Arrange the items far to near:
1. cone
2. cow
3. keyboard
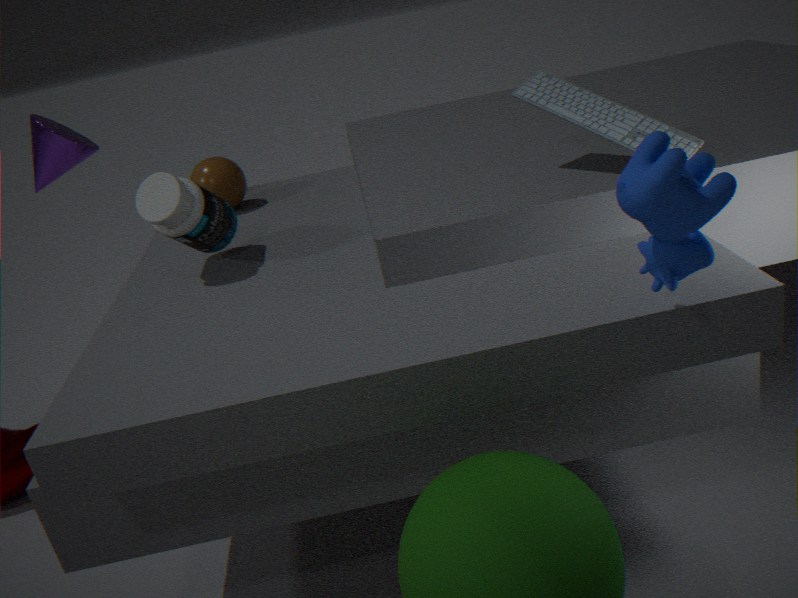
cone < keyboard < cow
